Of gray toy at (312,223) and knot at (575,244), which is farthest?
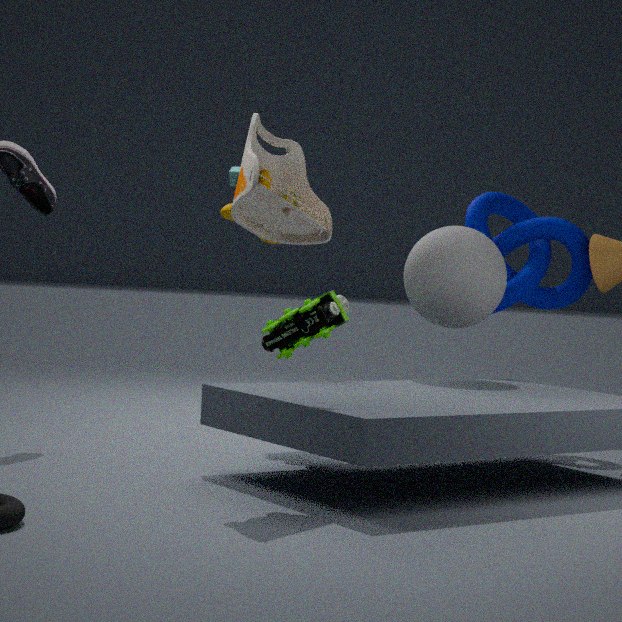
knot at (575,244)
